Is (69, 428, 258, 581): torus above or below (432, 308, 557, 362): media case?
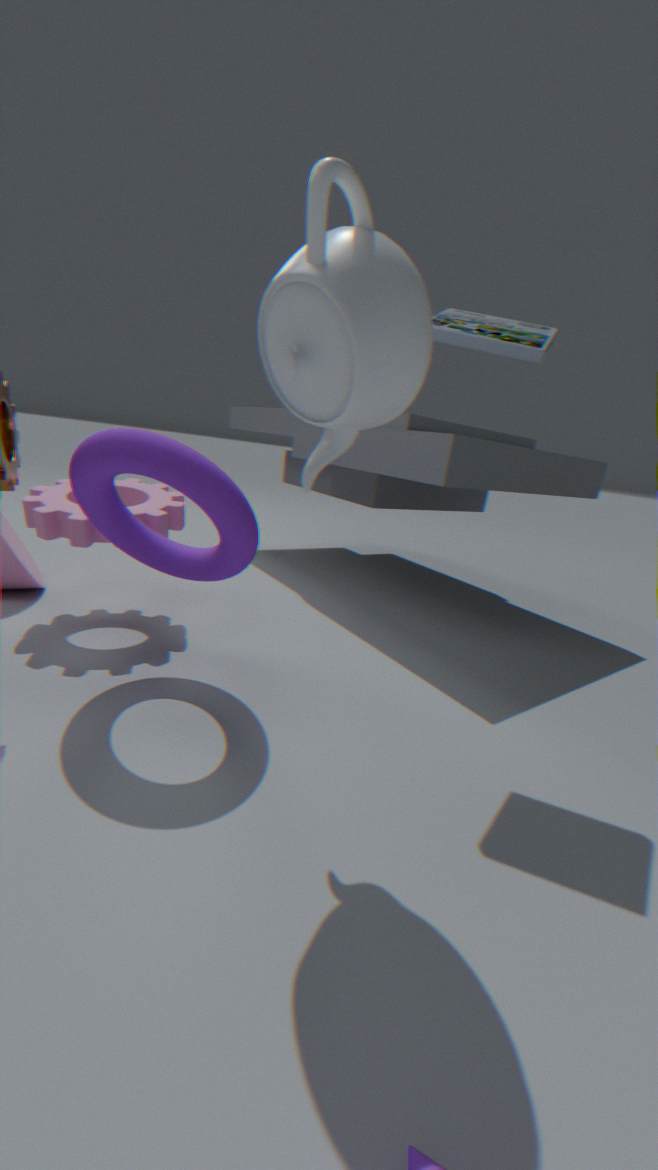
below
